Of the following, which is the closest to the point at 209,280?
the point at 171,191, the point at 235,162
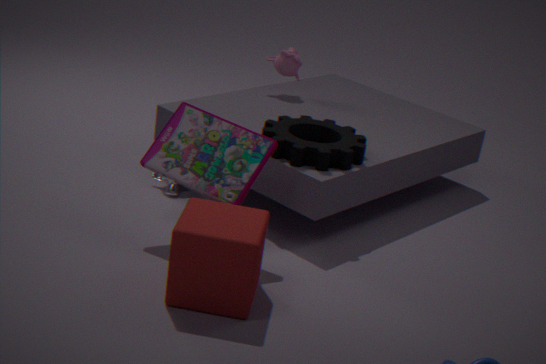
the point at 235,162
